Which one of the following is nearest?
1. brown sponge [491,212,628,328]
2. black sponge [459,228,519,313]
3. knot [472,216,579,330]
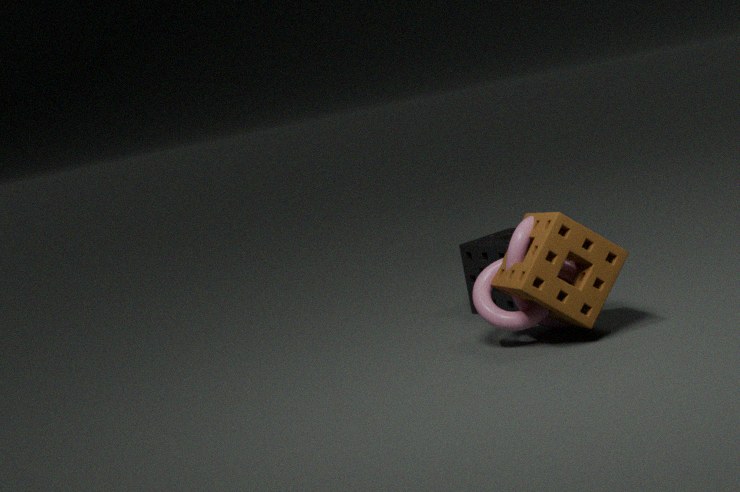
brown sponge [491,212,628,328]
